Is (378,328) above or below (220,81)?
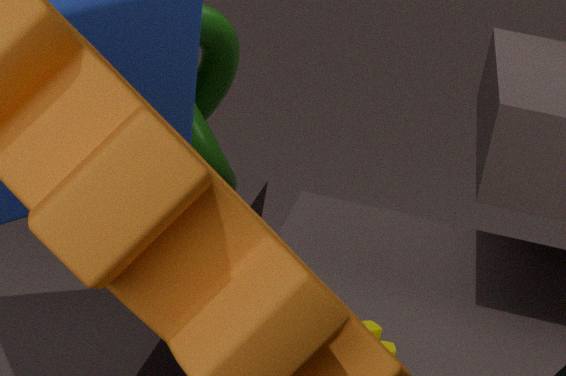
below
